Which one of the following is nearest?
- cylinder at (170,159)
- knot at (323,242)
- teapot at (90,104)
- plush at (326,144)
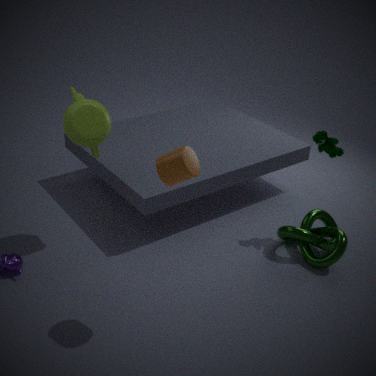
cylinder at (170,159)
